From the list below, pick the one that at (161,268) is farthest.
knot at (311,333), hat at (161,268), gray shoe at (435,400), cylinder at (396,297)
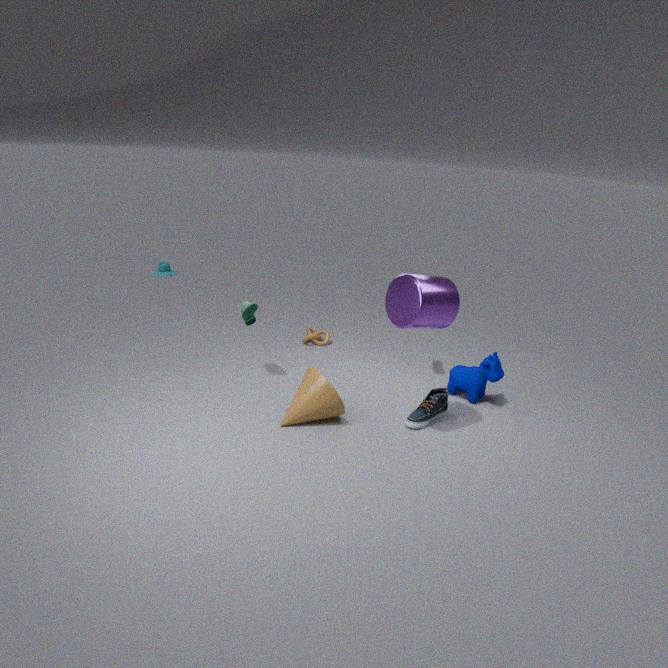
hat at (161,268)
